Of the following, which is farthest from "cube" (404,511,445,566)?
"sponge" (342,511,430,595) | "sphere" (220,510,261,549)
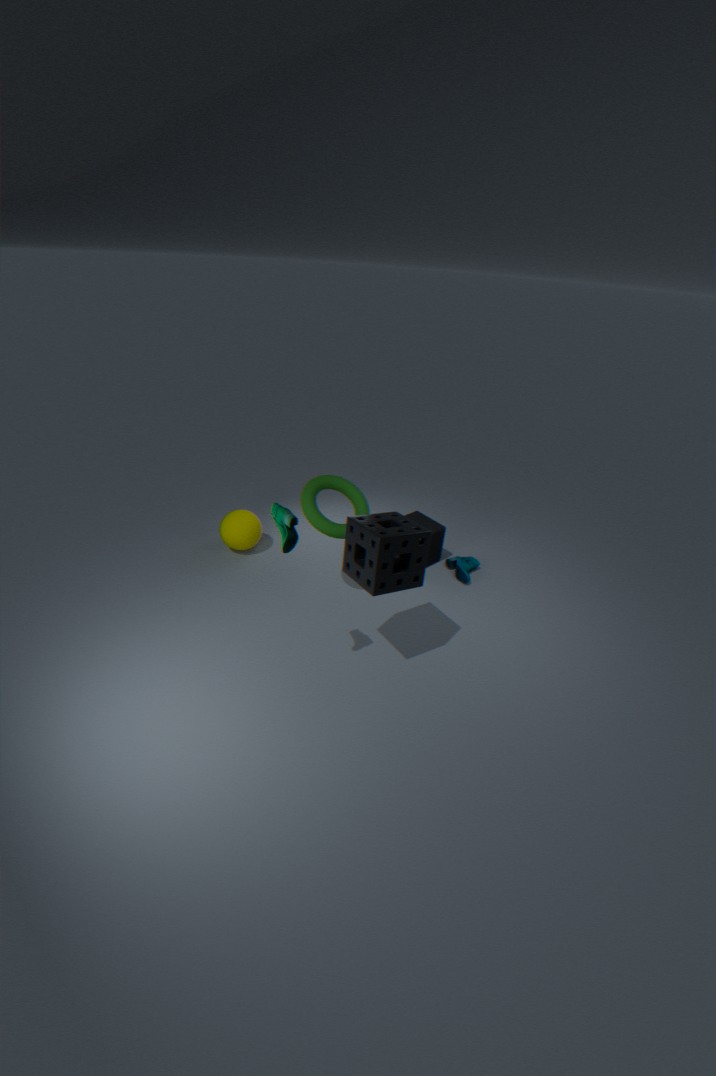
"sphere" (220,510,261,549)
